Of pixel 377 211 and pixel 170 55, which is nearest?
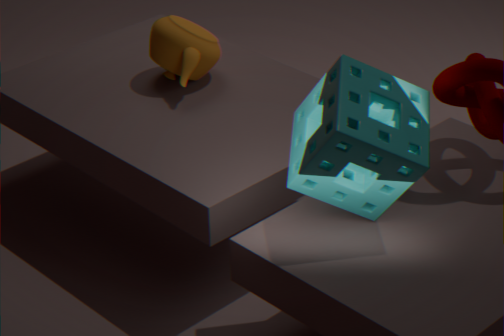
pixel 377 211
